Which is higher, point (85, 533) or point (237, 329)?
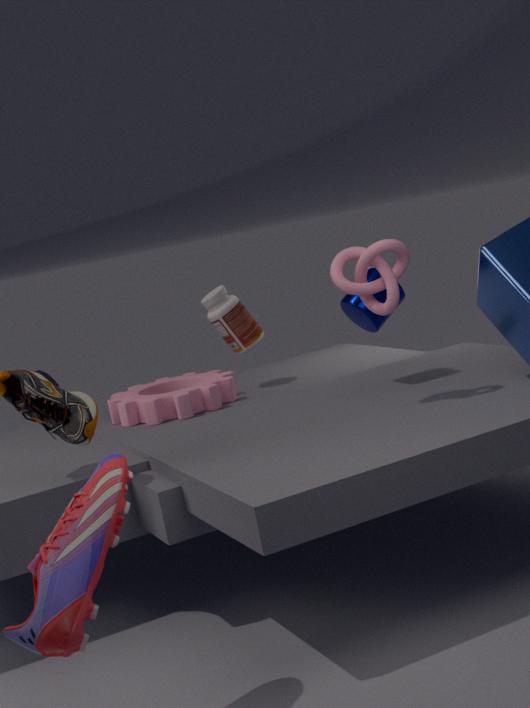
point (237, 329)
